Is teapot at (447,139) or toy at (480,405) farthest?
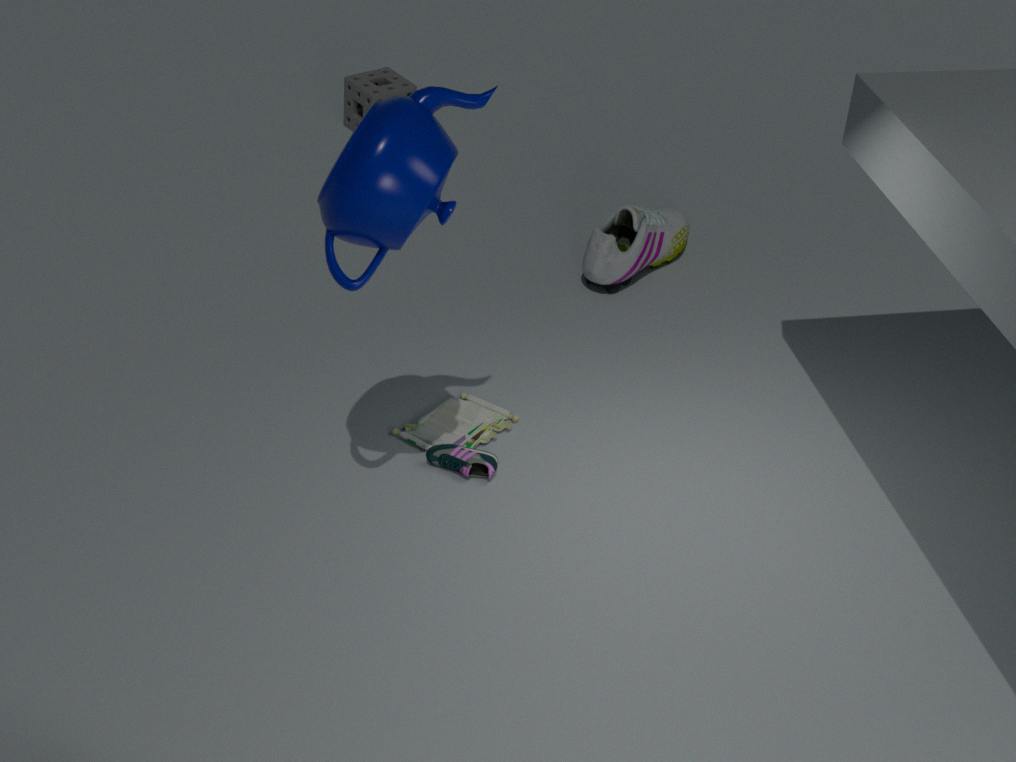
toy at (480,405)
